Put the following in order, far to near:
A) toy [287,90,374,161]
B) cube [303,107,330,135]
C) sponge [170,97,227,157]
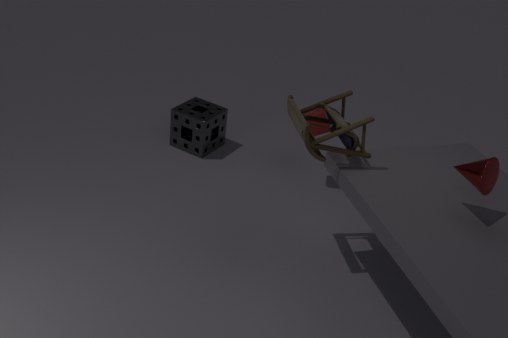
sponge [170,97,227,157]
cube [303,107,330,135]
toy [287,90,374,161]
